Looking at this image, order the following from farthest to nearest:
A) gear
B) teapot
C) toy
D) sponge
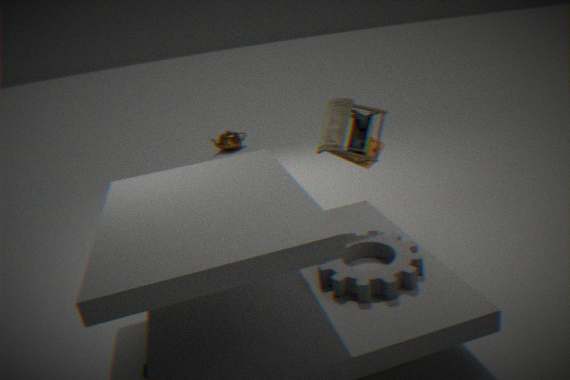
1. teapot
2. sponge
3. toy
4. gear
